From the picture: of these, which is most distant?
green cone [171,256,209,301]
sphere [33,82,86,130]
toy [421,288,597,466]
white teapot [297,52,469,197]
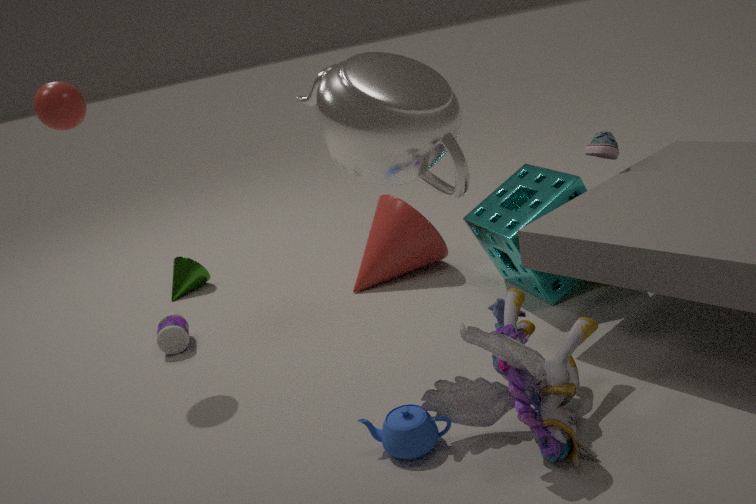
green cone [171,256,209,301]
